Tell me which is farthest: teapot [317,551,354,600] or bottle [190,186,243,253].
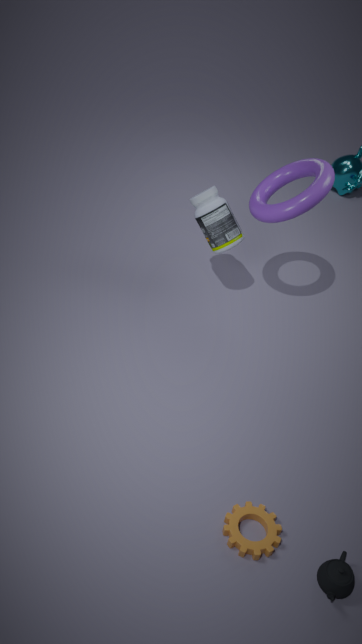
bottle [190,186,243,253]
